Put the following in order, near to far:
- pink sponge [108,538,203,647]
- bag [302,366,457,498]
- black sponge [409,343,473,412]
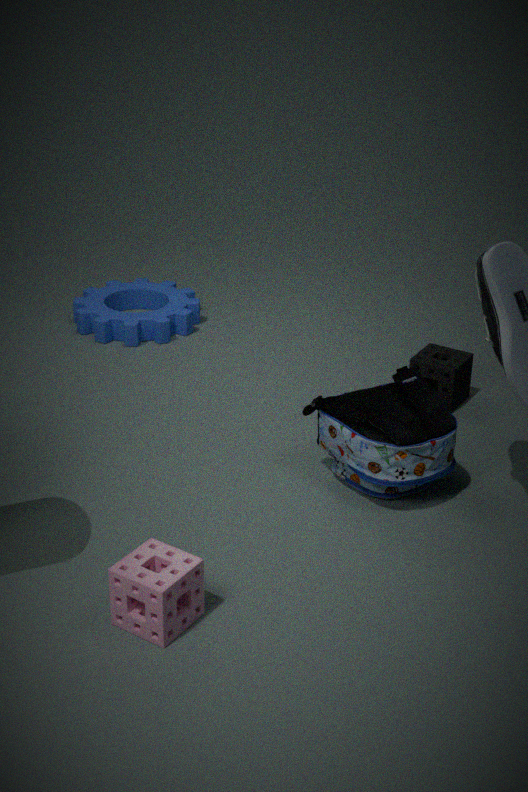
1. pink sponge [108,538,203,647]
2. bag [302,366,457,498]
3. black sponge [409,343,473,412]
